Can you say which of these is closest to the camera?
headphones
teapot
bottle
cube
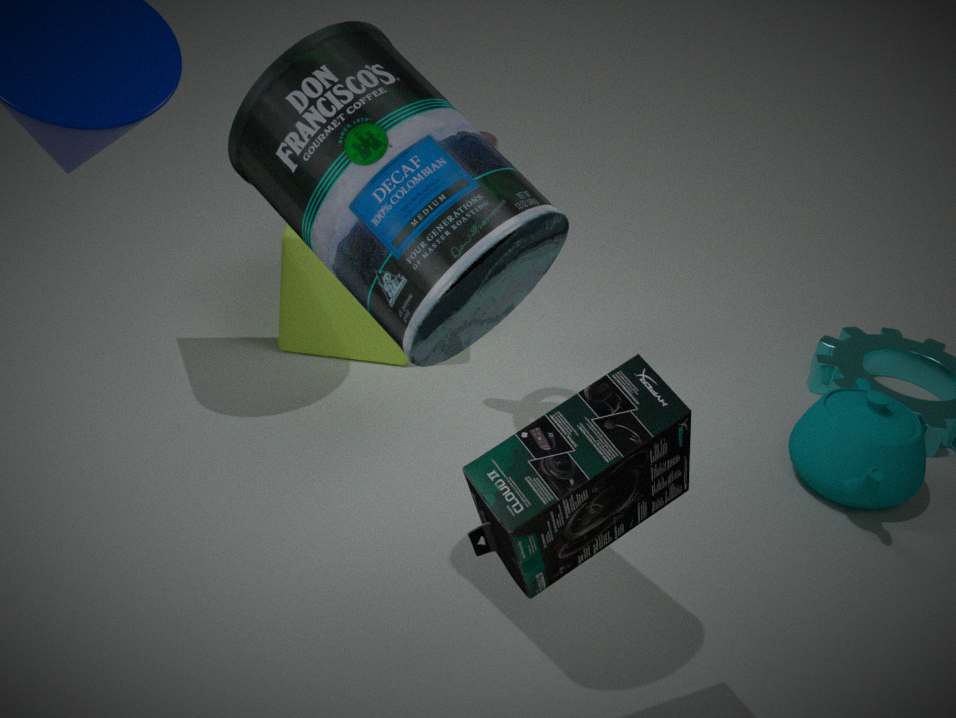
headphones
